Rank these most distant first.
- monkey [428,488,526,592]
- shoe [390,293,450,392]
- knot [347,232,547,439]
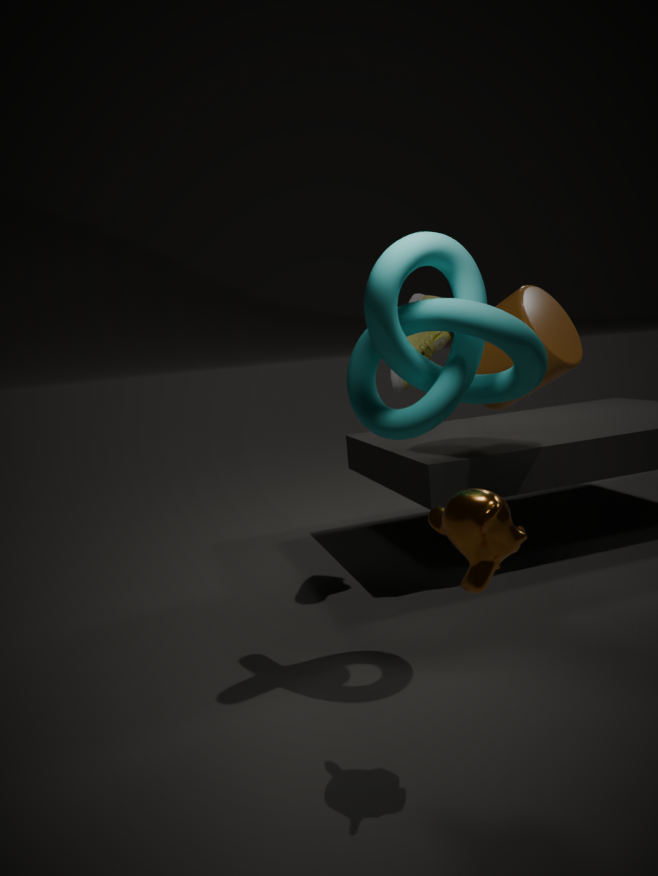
shoe [390,293,450,392], knot [347,232,547,439], monkey [428,488,526,592]
